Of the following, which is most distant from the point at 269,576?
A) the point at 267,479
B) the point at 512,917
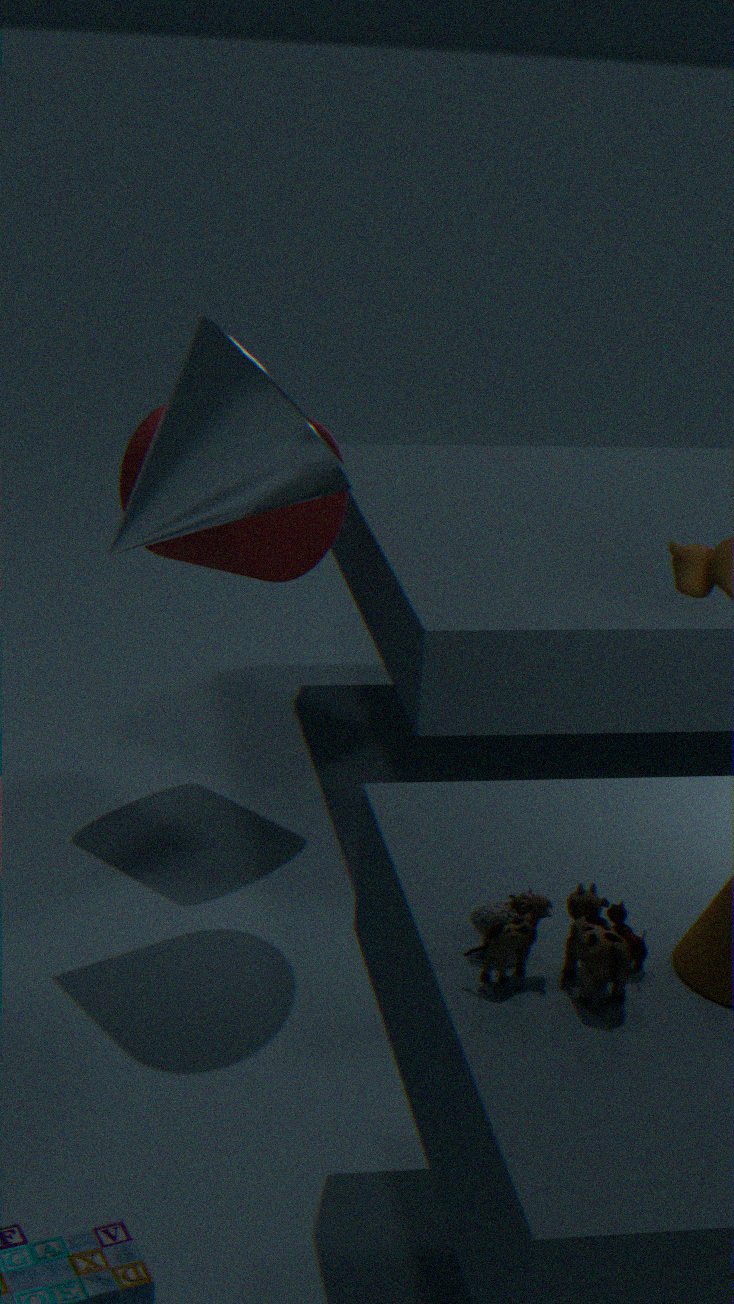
the point at 512,917
